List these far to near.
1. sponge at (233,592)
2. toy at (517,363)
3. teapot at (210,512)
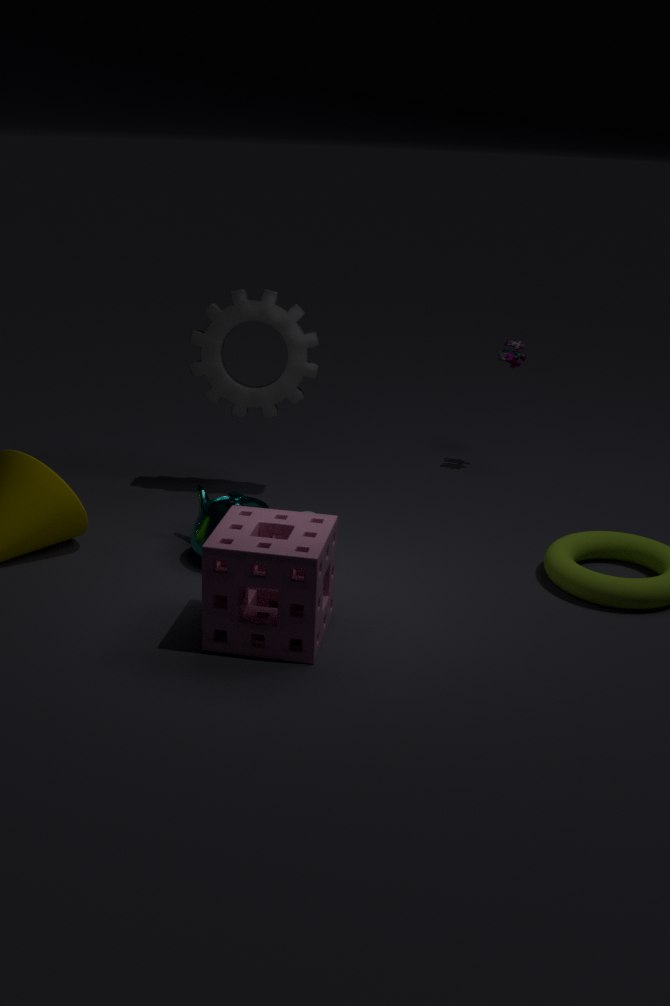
toy at (517,363) → teapot at (210,512) → sponge at (233,592)
